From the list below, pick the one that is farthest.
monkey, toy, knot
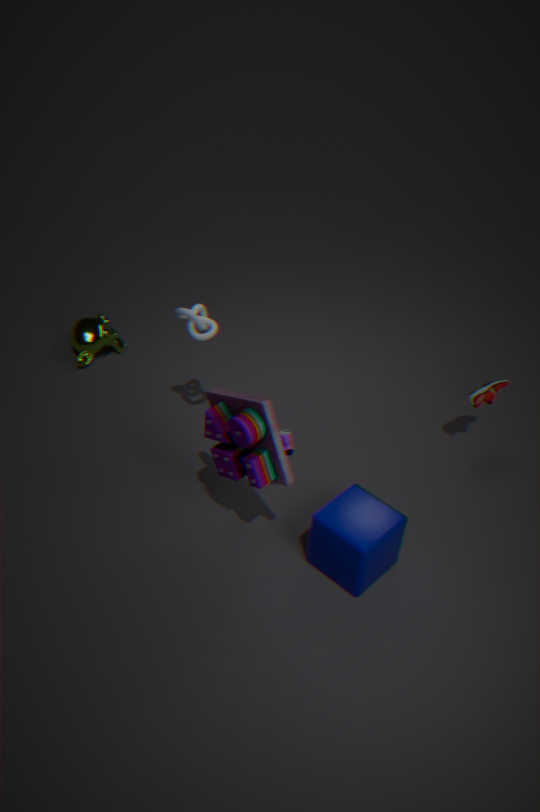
monkey
